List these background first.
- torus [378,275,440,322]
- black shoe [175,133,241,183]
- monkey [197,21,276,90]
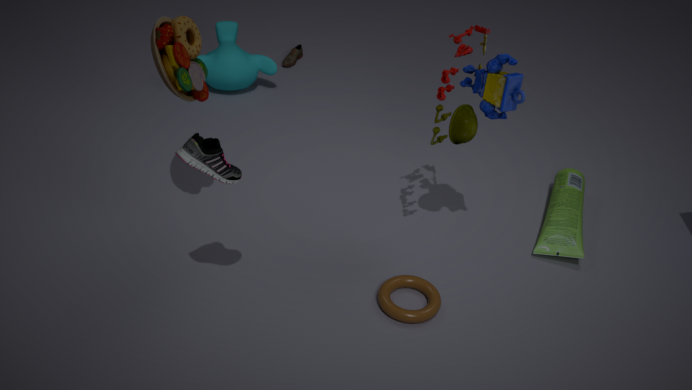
1. monkey [197,21,276,90]
2. torus [378,275,440,322]
3. black shoe [175,133,241,183]
